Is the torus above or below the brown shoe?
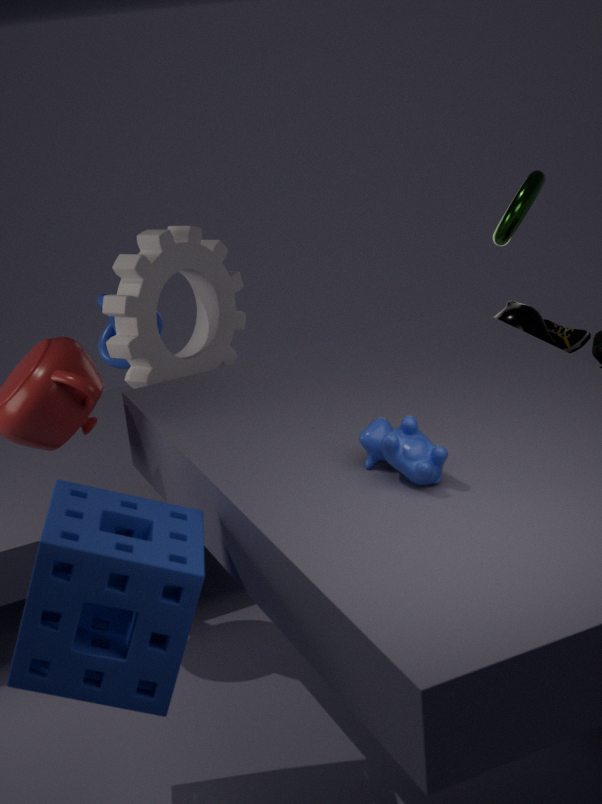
above
